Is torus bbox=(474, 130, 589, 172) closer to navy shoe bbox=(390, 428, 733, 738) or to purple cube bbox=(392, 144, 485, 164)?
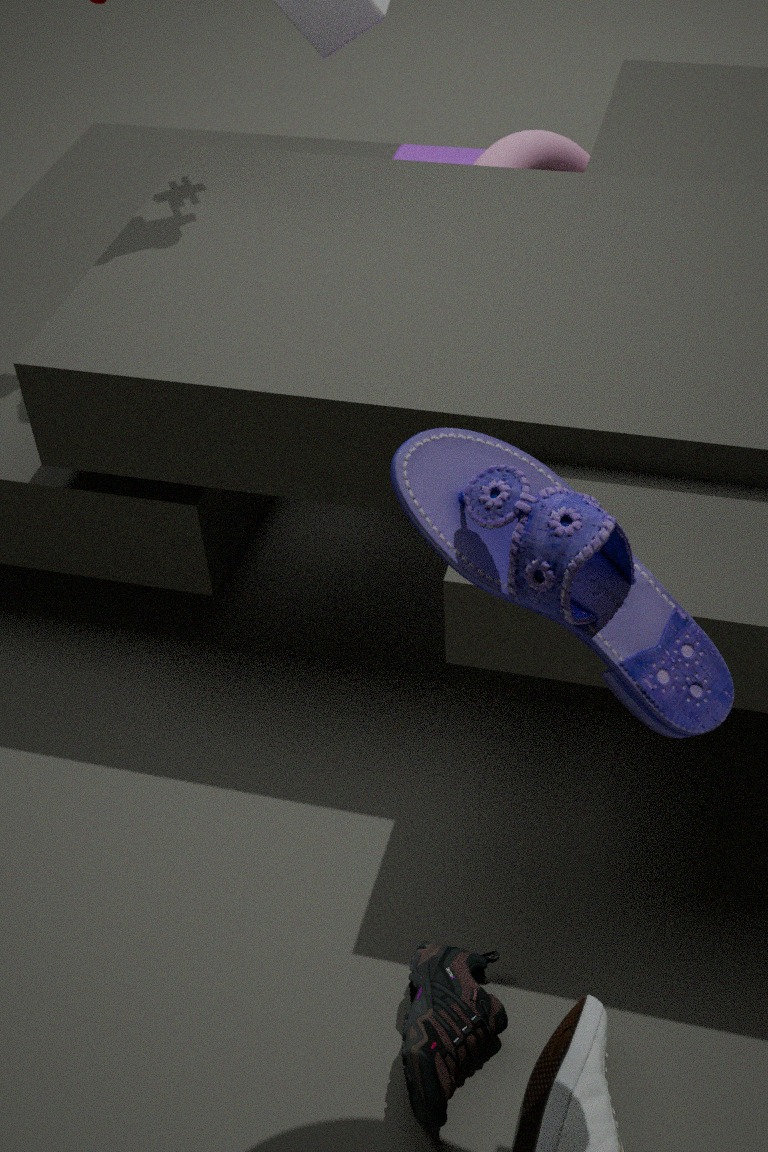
purple cube bbox=(392, 144, 485, 164)
